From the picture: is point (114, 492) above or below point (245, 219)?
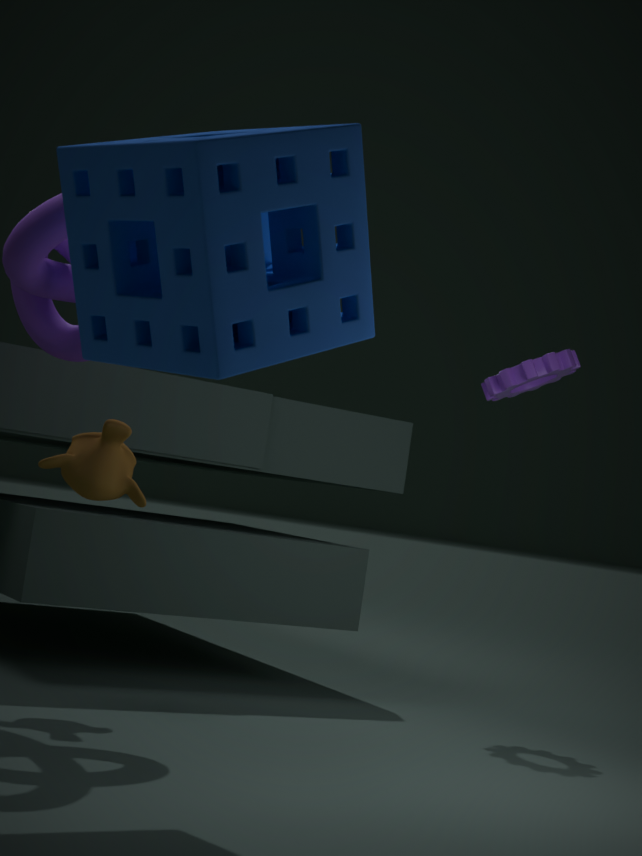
below
